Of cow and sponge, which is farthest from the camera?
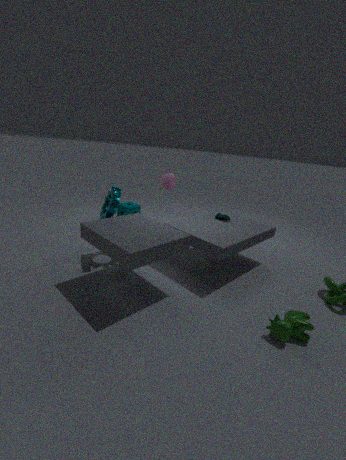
sponge
